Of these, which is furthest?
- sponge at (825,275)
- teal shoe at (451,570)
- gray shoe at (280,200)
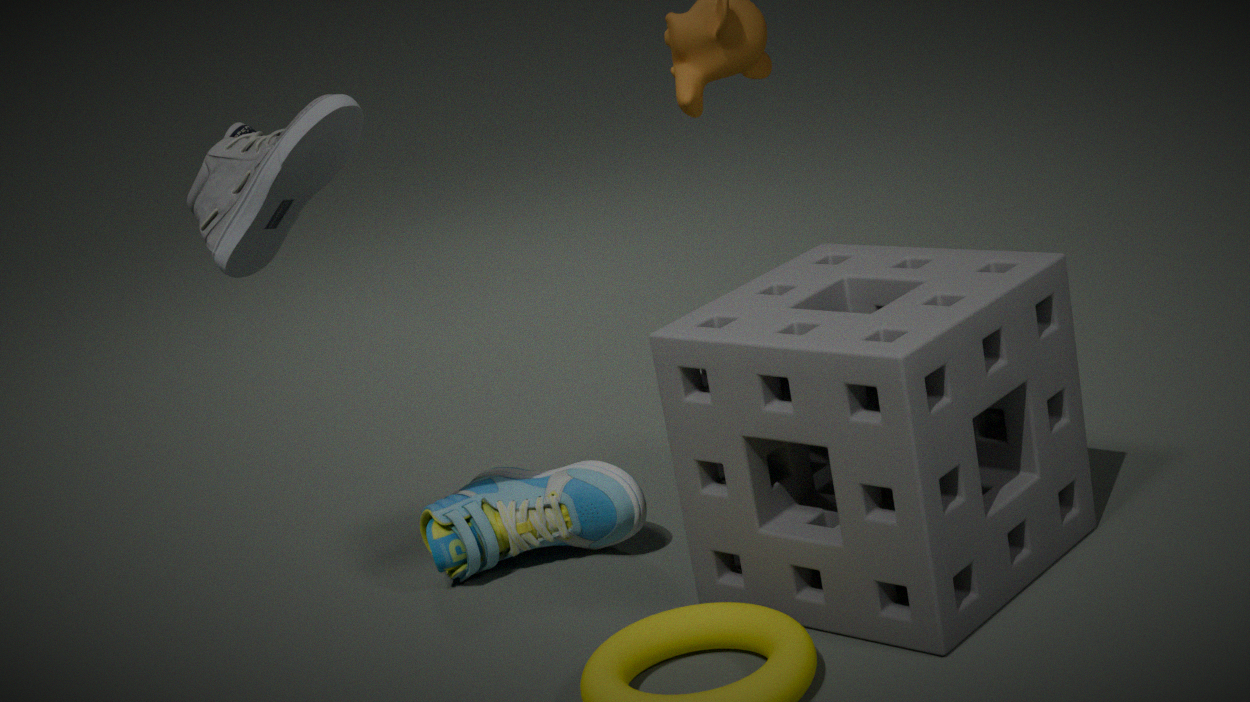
teal shoe at (451,570)
